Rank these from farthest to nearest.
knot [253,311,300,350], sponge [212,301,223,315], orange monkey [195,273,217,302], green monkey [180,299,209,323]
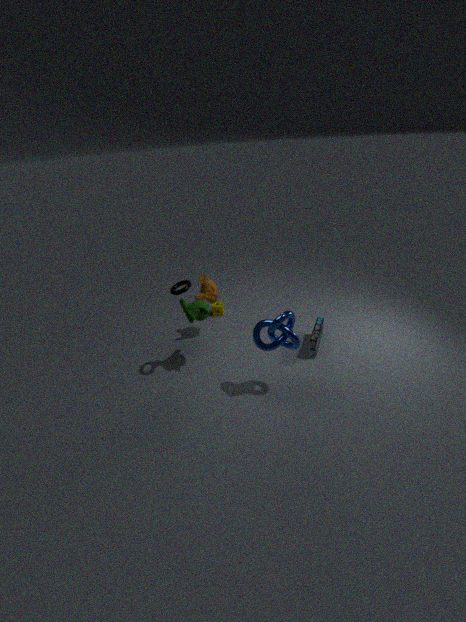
sponge [212,301,223,315], orange monkey [195,273,217,302], green monkey [180,299,209,323], knot [253,311,300,350]
